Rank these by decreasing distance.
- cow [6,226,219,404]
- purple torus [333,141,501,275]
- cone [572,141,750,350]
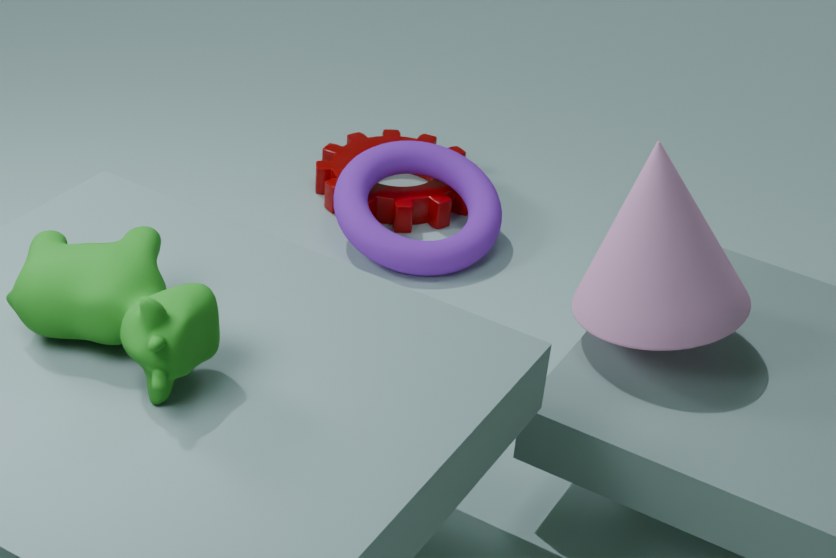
1. purple torus [333,141,501,275]
2. cone [572,141,750,350]
3. cow [6,226,219,404]
